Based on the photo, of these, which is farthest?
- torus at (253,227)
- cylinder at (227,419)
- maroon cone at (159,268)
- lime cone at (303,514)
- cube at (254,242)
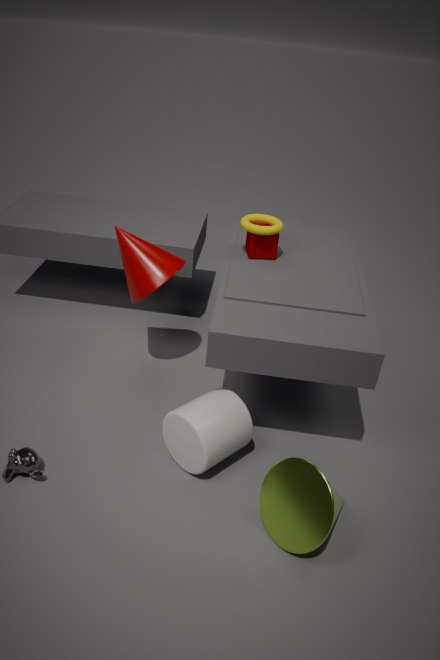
cube at (254,242)
